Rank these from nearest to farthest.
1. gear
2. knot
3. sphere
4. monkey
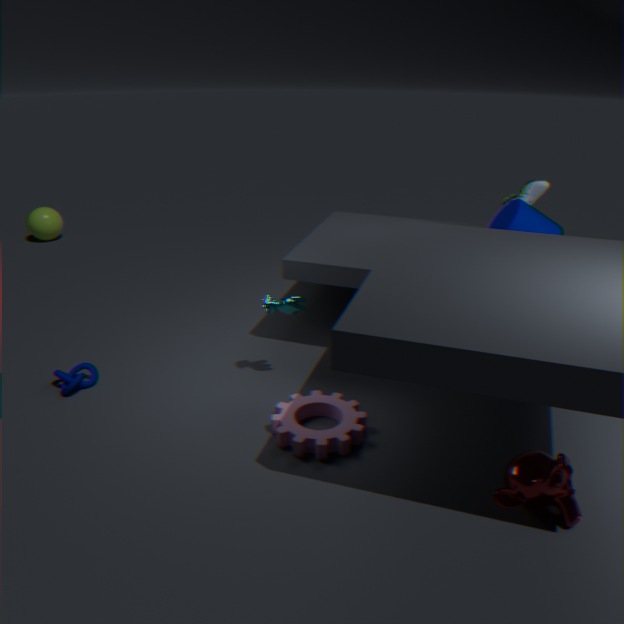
1. monkey
2. gear
3. knot
4. sphere
